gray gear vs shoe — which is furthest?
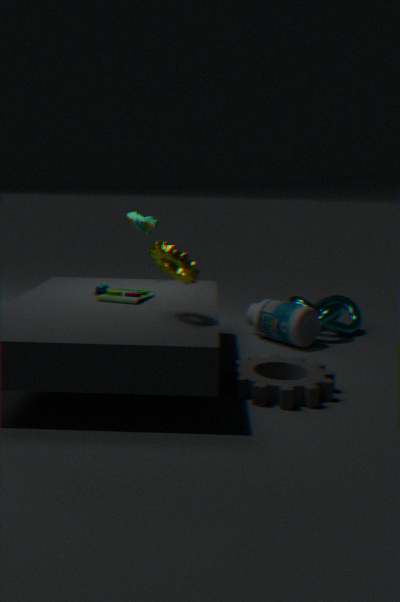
shoe
